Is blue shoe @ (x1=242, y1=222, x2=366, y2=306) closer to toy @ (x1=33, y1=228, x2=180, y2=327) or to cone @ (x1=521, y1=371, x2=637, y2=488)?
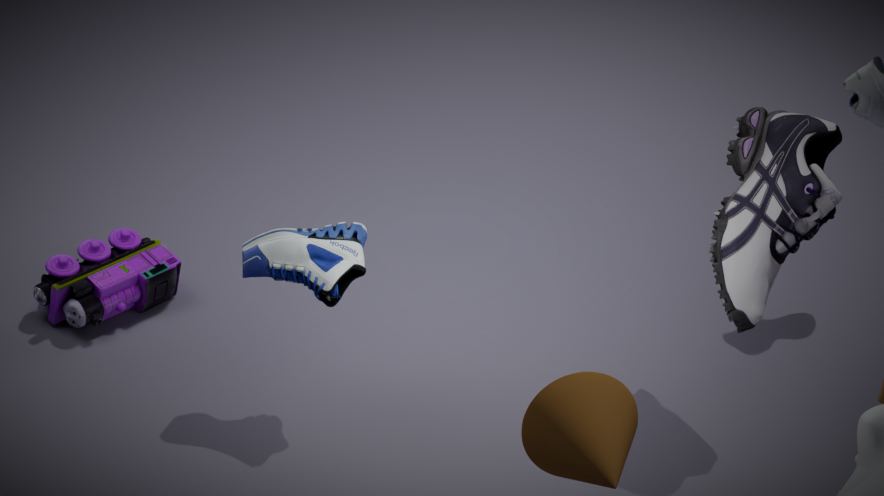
toy @ (x1=33, y1=228, x2=180, y2=327)
